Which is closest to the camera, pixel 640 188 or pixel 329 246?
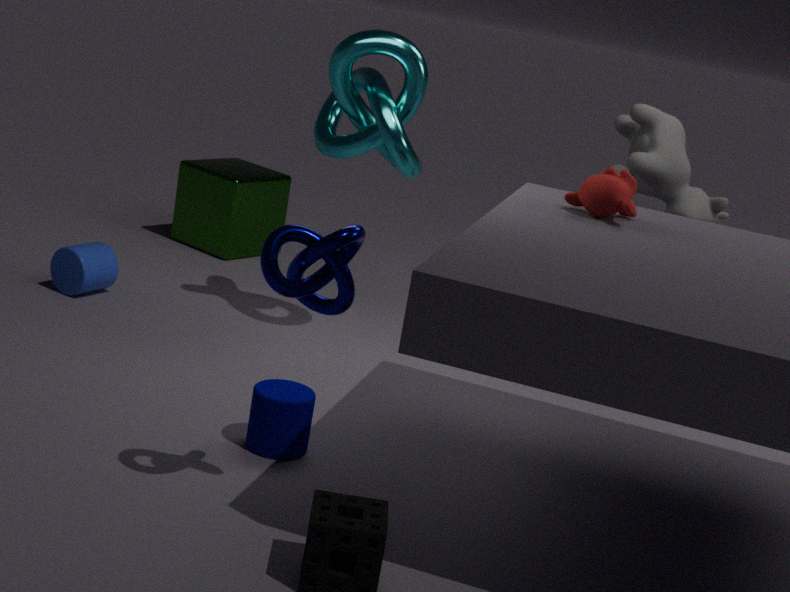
pixel 329 246
